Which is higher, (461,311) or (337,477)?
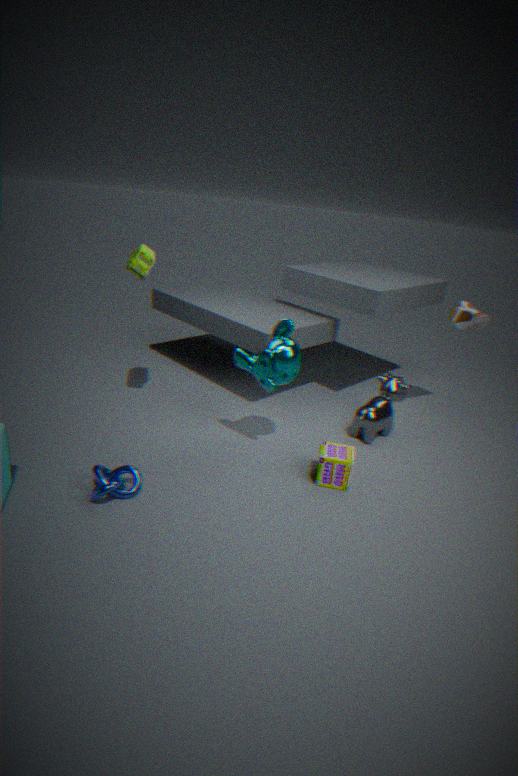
(461,311)
